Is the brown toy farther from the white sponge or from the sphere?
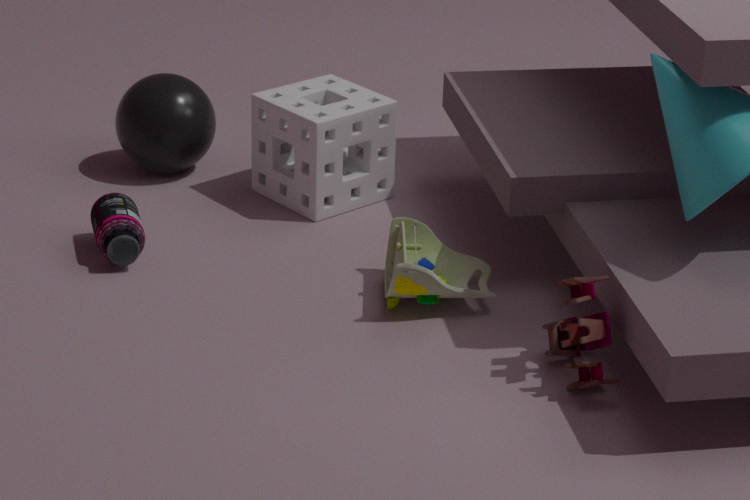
the sphere
